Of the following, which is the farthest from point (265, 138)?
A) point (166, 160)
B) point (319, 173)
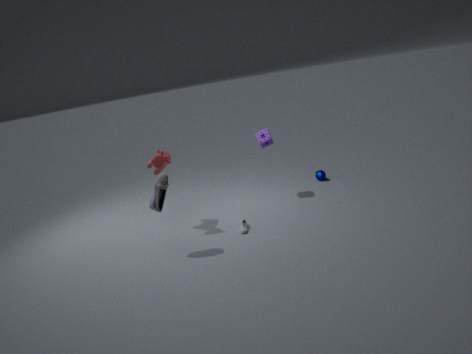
point (166, 160)
